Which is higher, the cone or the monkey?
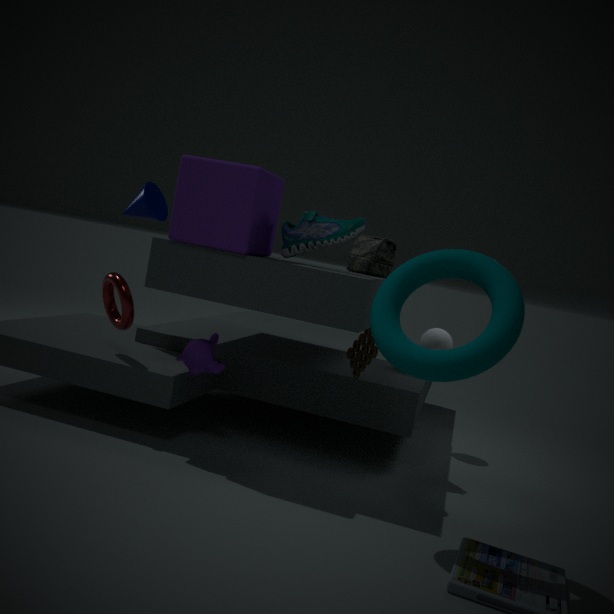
the cone
